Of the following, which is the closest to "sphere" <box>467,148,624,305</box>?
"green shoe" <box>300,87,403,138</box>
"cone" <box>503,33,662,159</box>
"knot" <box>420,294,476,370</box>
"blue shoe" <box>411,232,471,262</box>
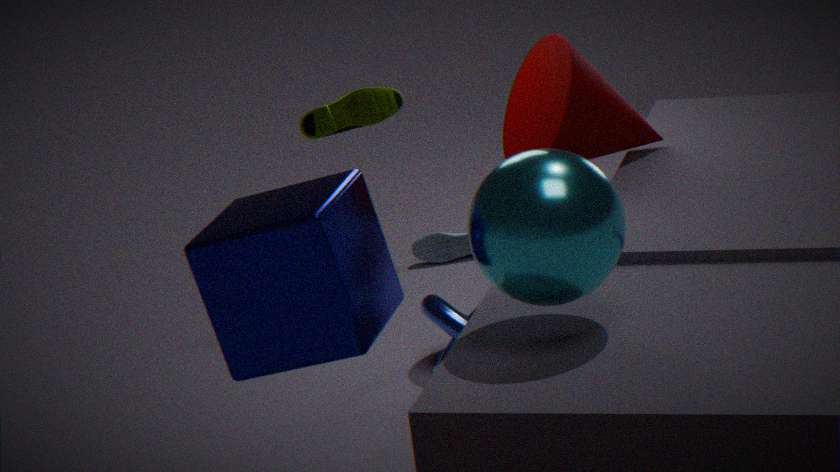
"cone" <box>503,33,662,159</box>
